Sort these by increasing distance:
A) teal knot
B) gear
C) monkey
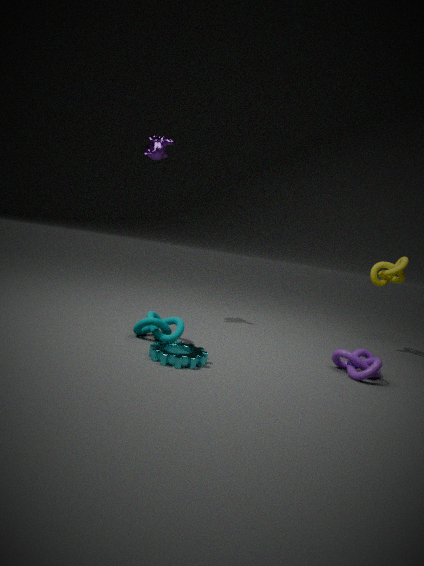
gear → teal knot → monkey
